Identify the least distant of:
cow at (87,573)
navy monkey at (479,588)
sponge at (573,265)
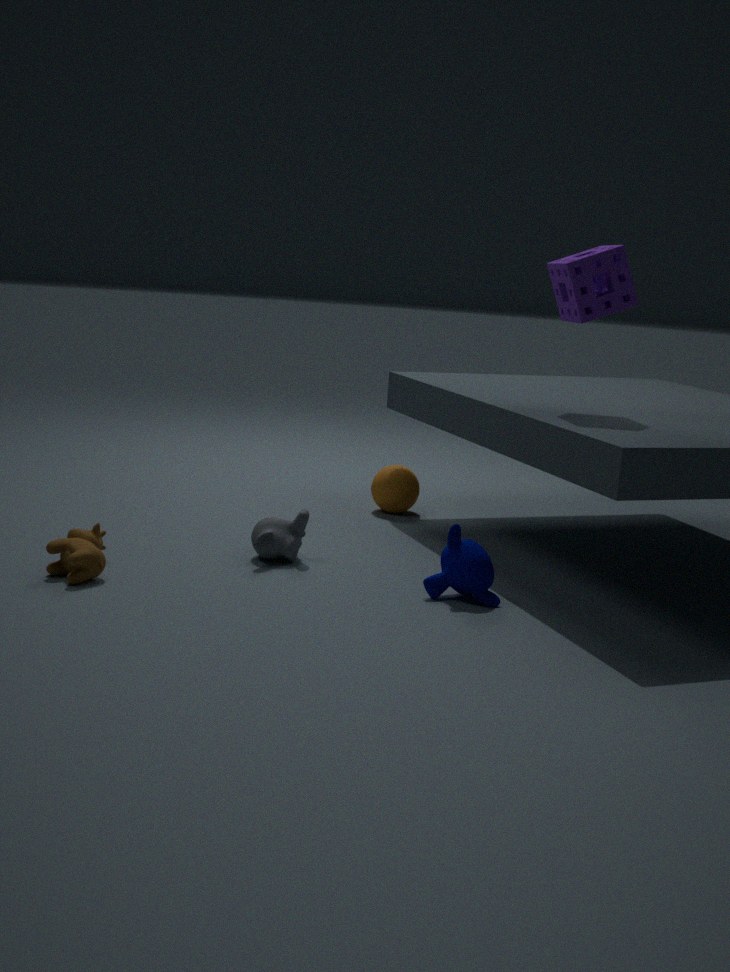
cow at (87,573)
